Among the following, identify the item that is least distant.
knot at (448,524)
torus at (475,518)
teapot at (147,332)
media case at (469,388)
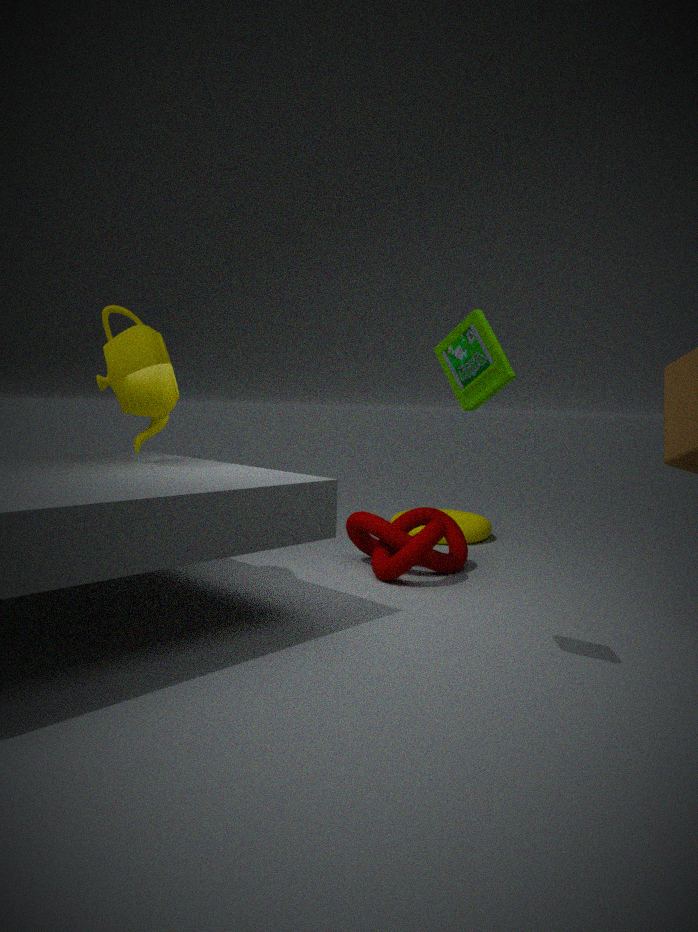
media case at (469,388)
